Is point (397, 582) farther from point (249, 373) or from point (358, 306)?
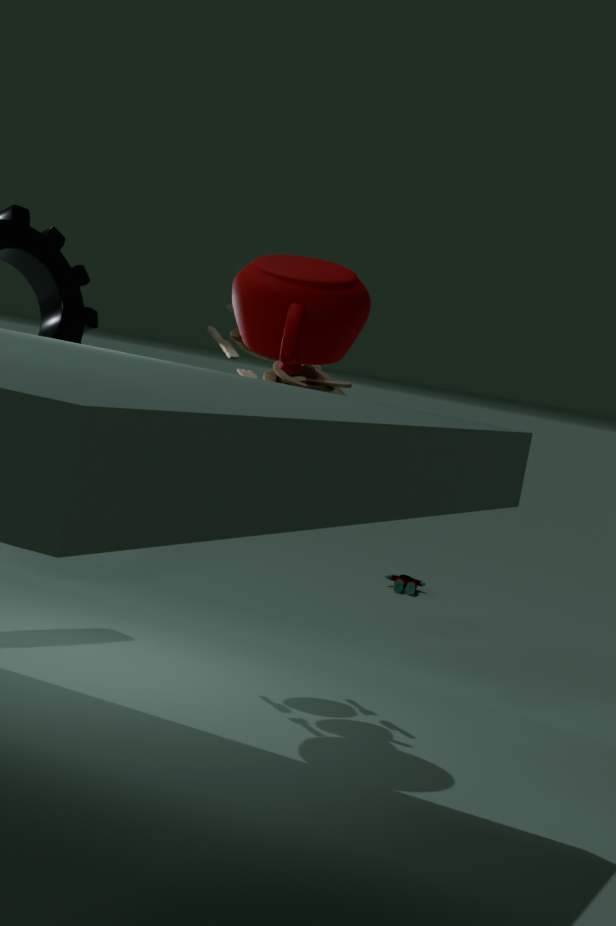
point (358, 306)
